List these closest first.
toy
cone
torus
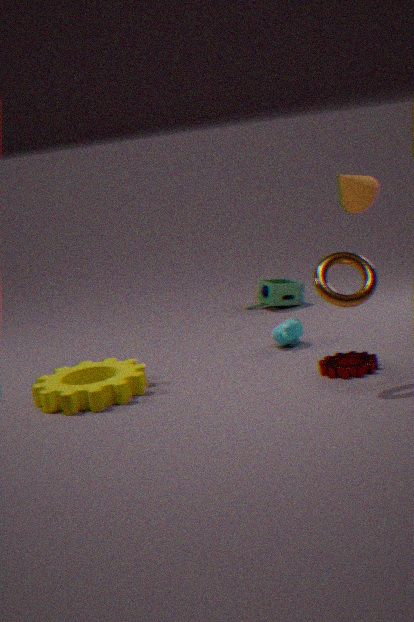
1. torus
2. cone
3. toy
